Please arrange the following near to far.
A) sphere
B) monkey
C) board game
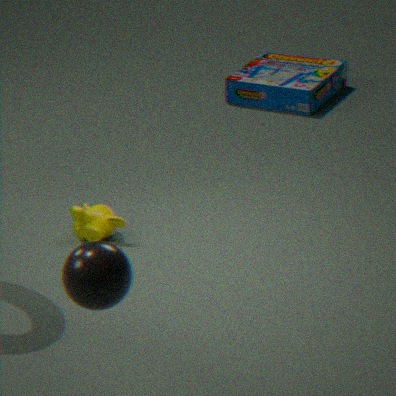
sphere < monkey < board game
